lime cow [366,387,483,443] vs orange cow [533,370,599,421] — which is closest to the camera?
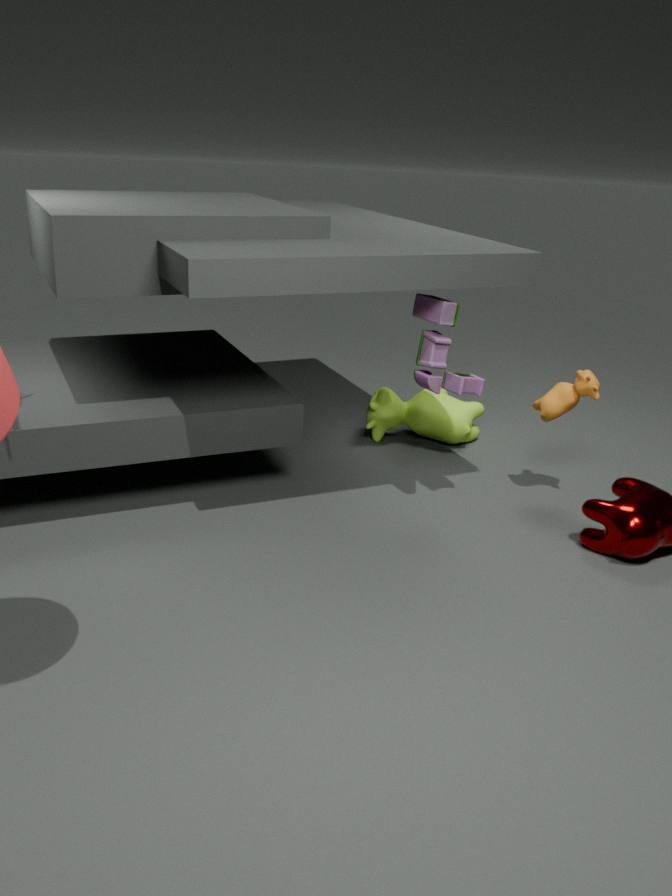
orange cow [533,370,599,421]
